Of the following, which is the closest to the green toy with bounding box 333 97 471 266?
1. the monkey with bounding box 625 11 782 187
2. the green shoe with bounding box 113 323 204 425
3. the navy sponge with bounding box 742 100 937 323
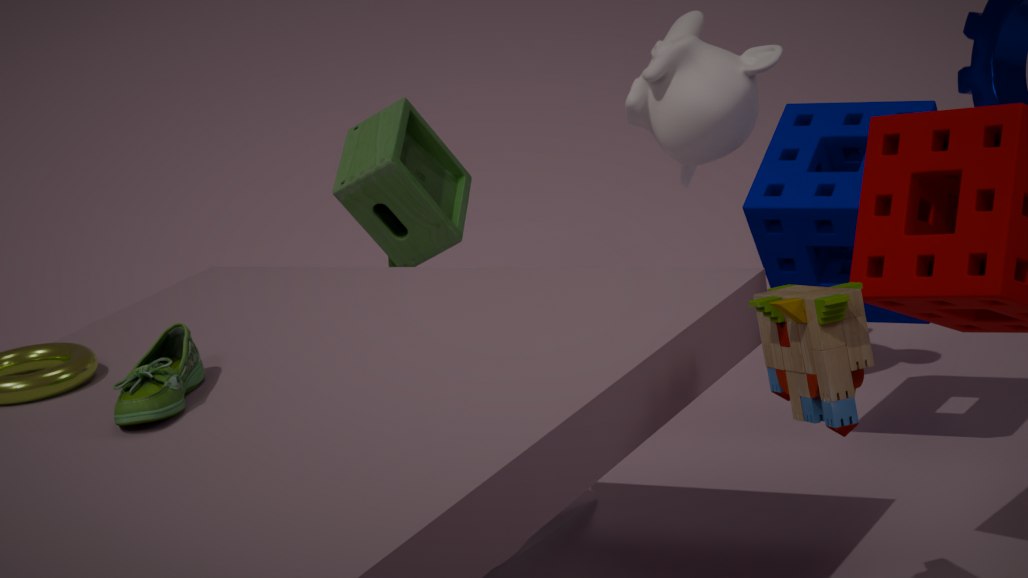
the monkey with bounding box 625 11 782 187
